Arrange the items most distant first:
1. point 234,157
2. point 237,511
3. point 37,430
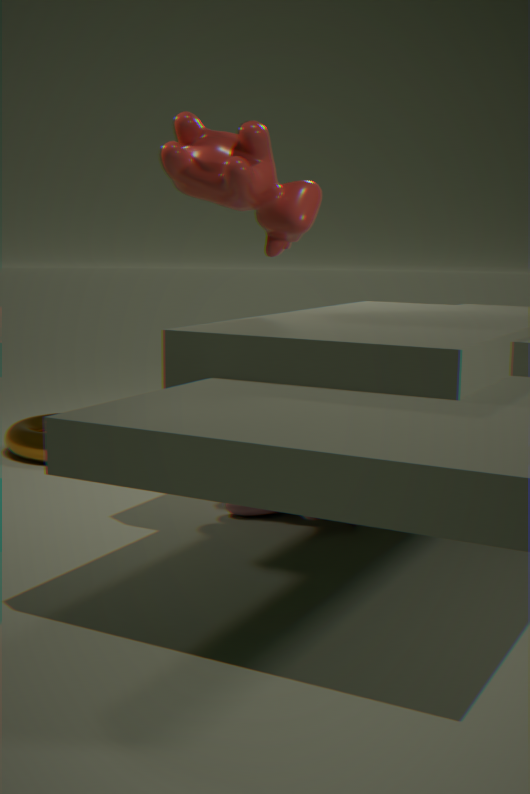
point 37,430, point 237,511, point 234,157
